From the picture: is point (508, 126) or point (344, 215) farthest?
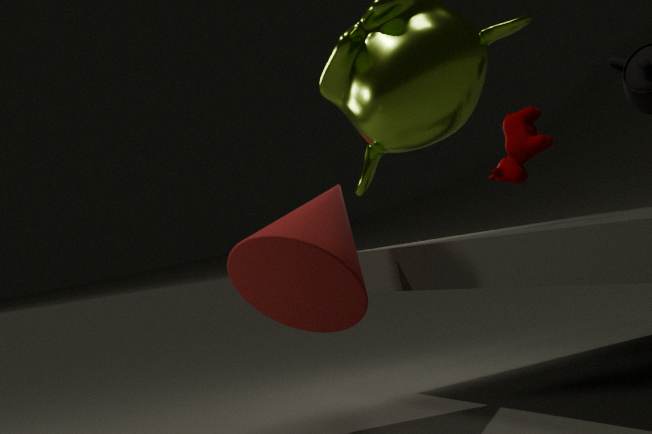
point (508, 126)
